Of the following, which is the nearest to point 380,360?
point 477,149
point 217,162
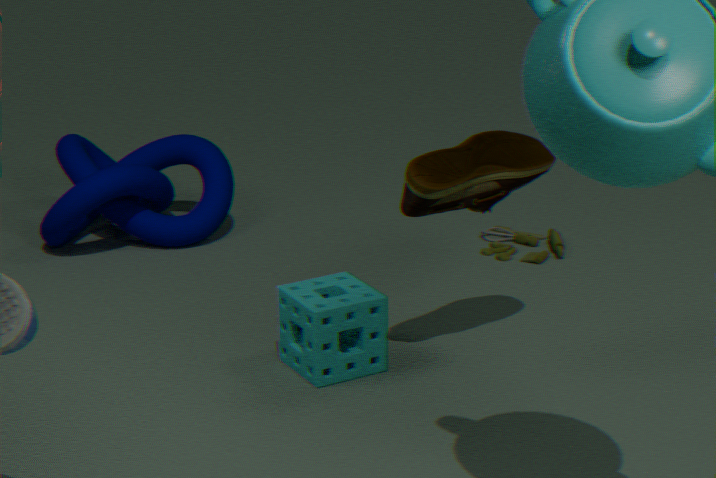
point 477,149
